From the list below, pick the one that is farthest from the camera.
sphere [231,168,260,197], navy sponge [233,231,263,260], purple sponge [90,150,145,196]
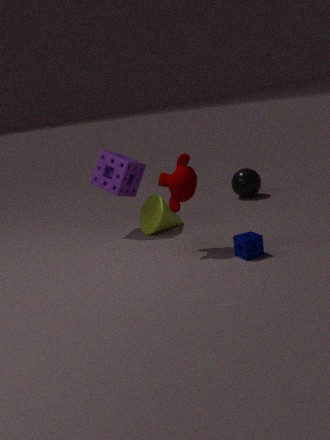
sphere [231,168,260,197]
